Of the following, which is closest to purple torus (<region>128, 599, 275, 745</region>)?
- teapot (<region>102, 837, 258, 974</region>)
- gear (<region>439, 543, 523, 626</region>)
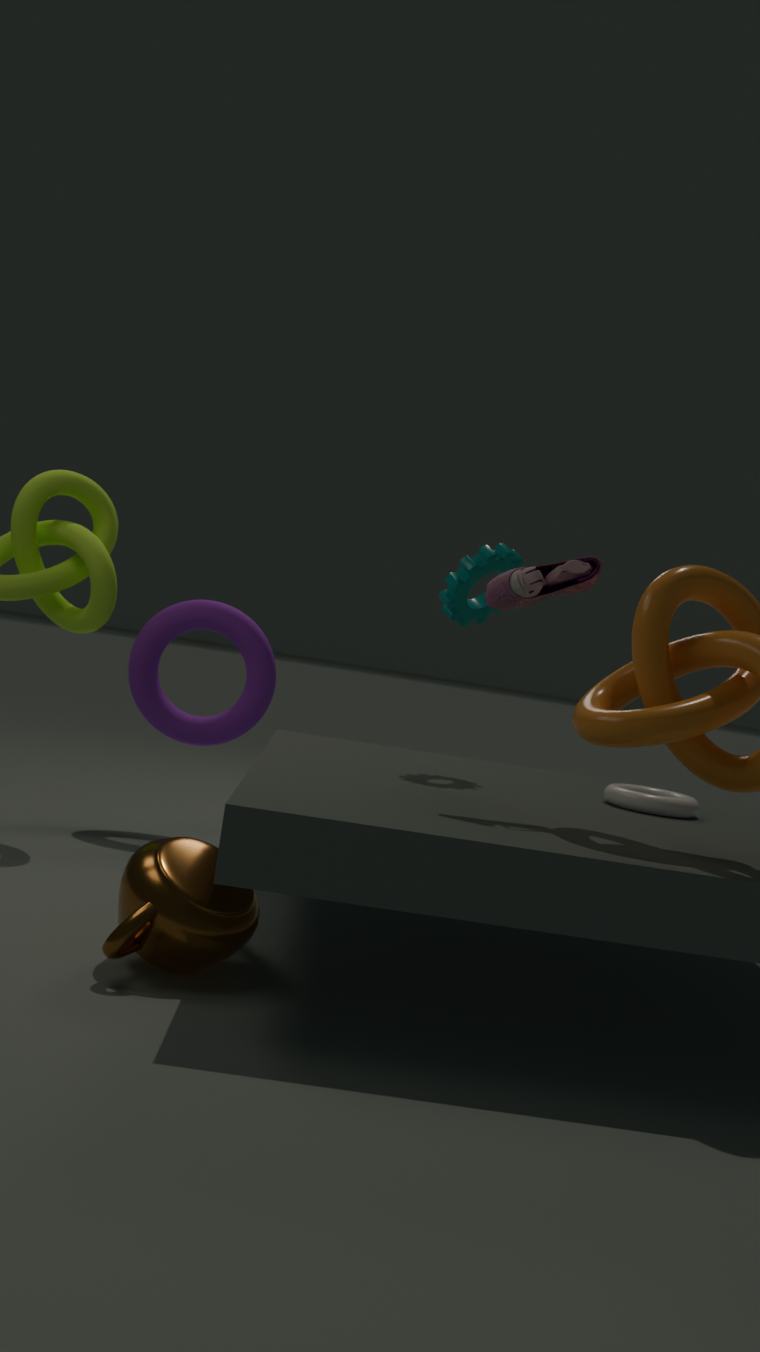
gear (<region>439, 543, 523, 626</region>)
